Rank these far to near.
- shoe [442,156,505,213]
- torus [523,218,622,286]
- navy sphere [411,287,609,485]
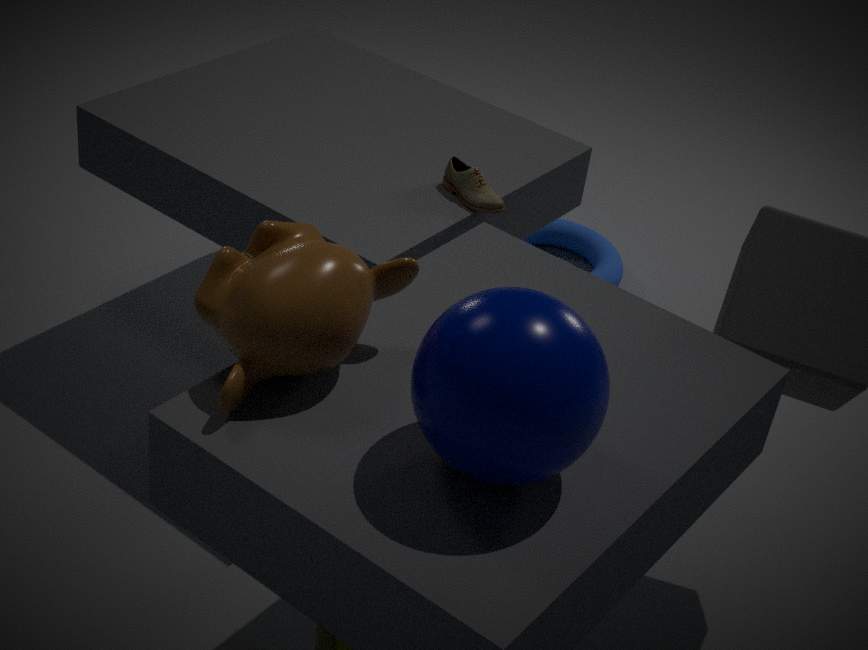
torus [523,218,622,286]
shoe [442,156,505,213]
navy sphere [411,287,609,485]
